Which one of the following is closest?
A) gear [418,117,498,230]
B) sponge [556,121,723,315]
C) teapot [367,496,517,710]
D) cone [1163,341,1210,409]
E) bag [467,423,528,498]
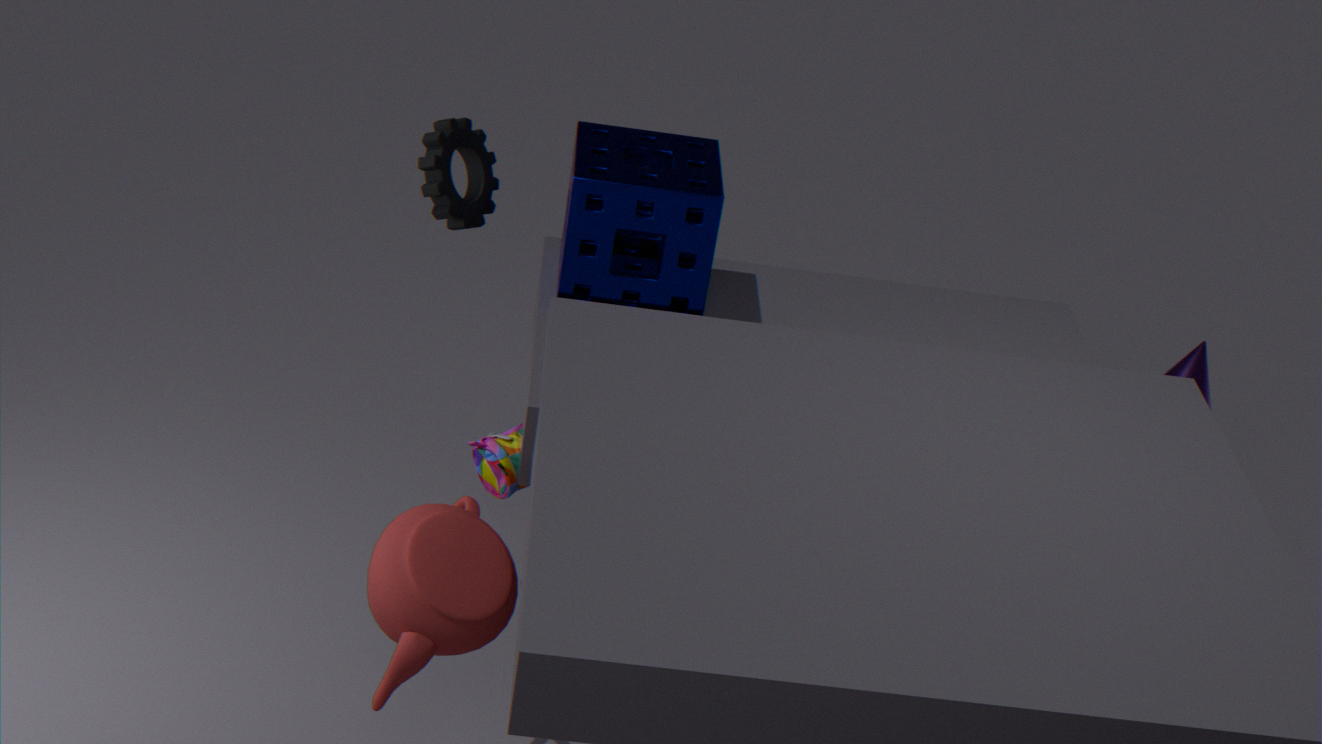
teapot [367,496,517,710]
